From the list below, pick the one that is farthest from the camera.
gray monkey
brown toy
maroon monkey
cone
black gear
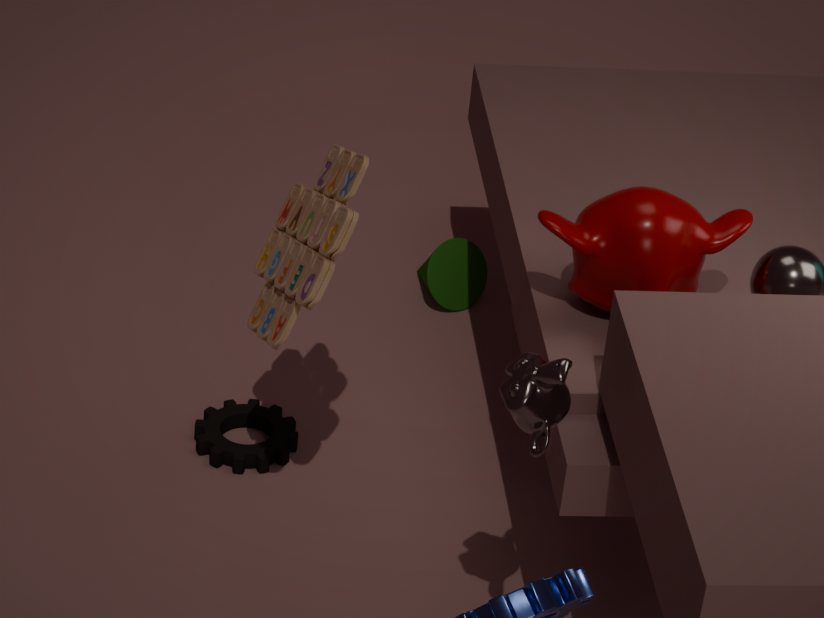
cone
